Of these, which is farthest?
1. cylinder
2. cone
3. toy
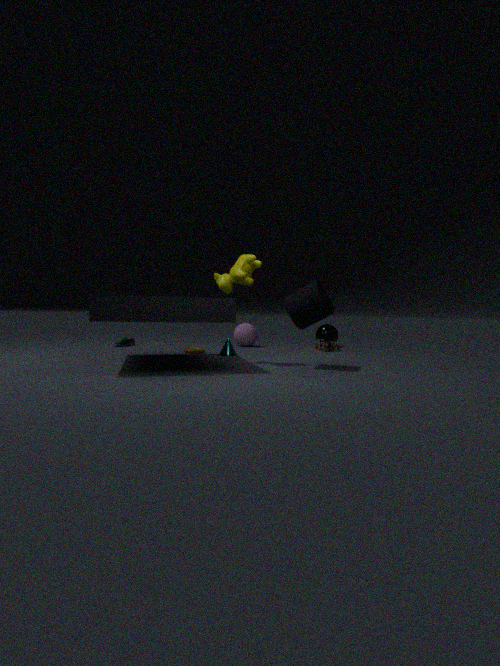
toy
